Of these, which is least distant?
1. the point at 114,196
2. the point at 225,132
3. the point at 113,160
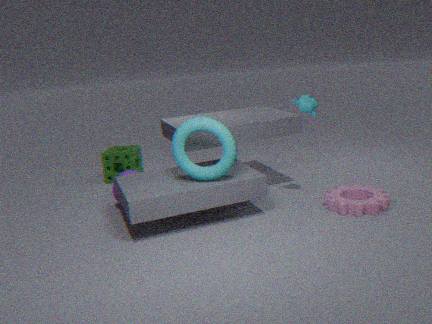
the point at 225,132
